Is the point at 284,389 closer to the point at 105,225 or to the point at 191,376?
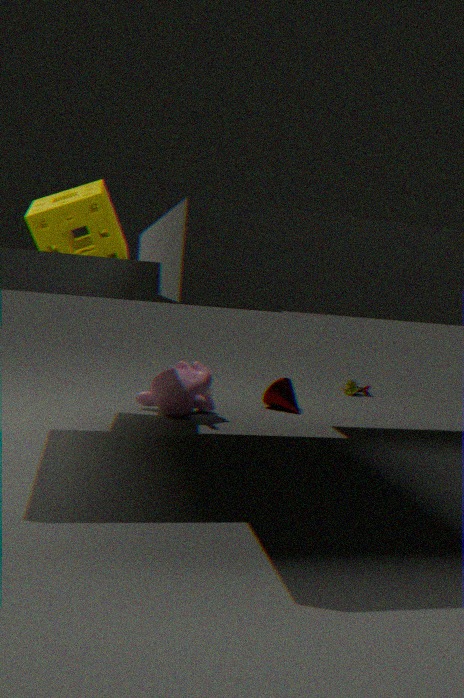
the point at 191,376
